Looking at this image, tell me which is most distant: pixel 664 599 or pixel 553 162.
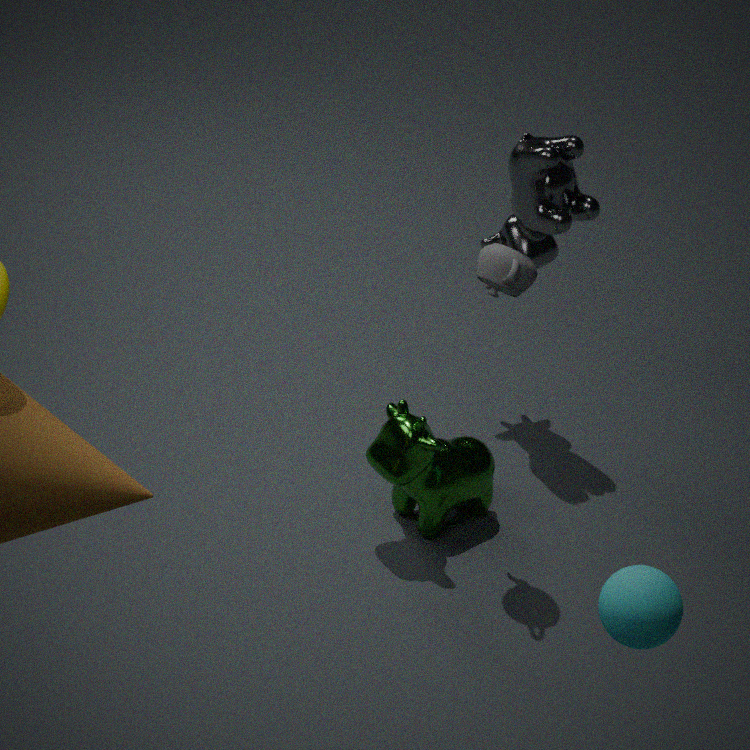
pixel 553 162
